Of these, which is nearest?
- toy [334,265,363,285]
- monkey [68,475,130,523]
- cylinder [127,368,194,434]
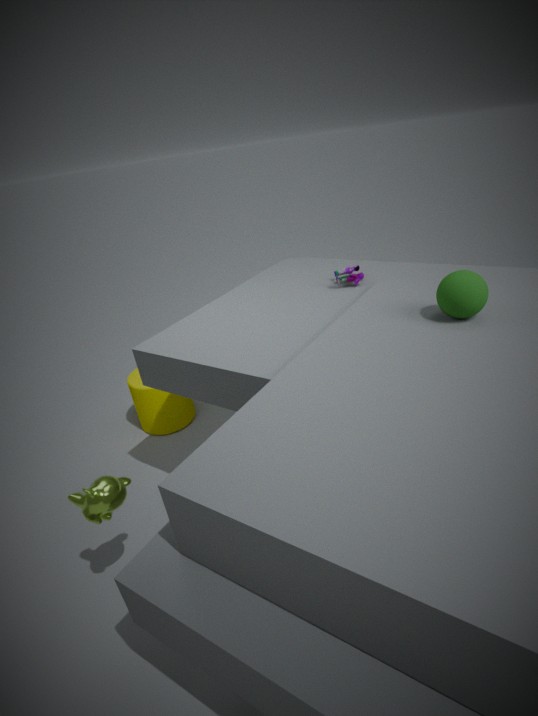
monkey [68,475,130,523]
